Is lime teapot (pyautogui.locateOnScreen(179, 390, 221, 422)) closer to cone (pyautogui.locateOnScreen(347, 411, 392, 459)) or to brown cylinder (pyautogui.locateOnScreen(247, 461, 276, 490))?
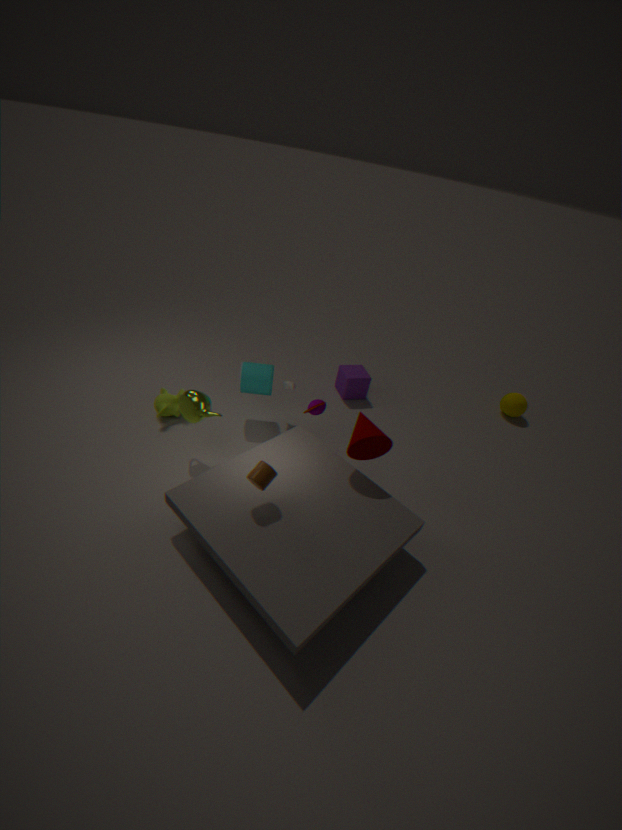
brown cylinder (pyautogui.locateOnScreen(247, 461, 276, 490))
